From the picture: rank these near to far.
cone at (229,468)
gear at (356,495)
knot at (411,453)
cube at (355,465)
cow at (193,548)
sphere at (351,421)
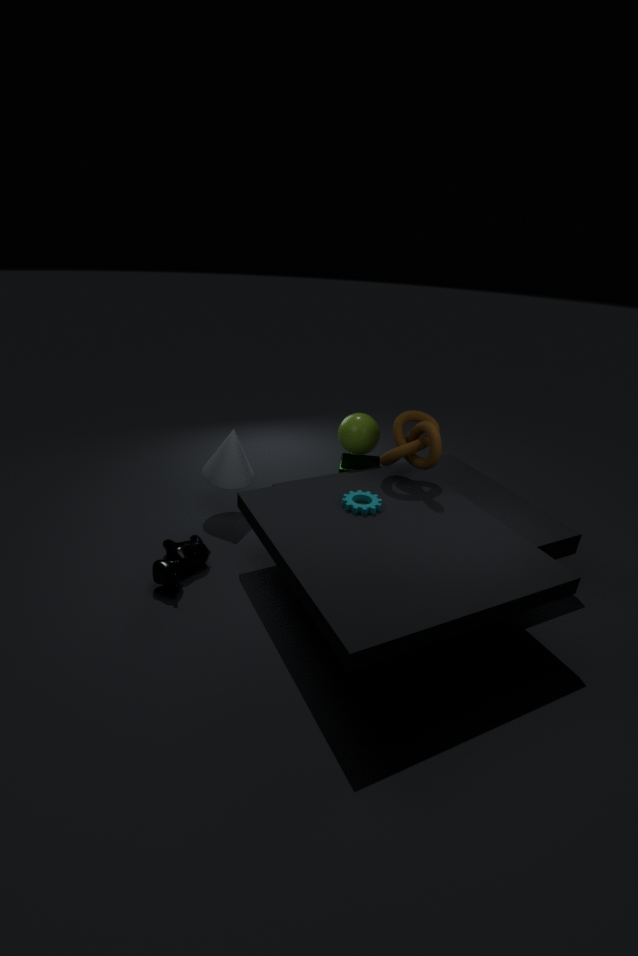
cow at (193,548)
gear at (356,495)
knot at (411,453)
cone at (229,468)
sphere at (351,421)
cube at (355,465)
